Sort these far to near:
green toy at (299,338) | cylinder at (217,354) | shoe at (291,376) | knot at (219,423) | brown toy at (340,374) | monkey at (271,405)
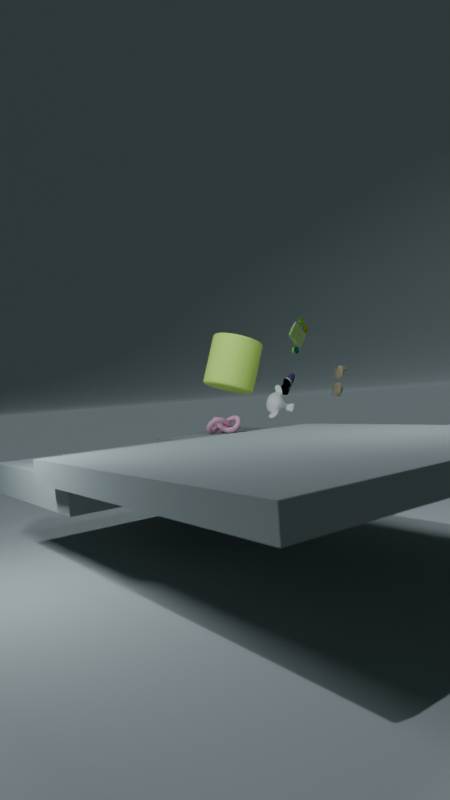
1. shoe at (291,376)
2. knot at (219,423)
3. brown toy at (340,374)
4. monkey at (271,405)
5. cylinder at (217,354)
6. green toy at (299,338)
